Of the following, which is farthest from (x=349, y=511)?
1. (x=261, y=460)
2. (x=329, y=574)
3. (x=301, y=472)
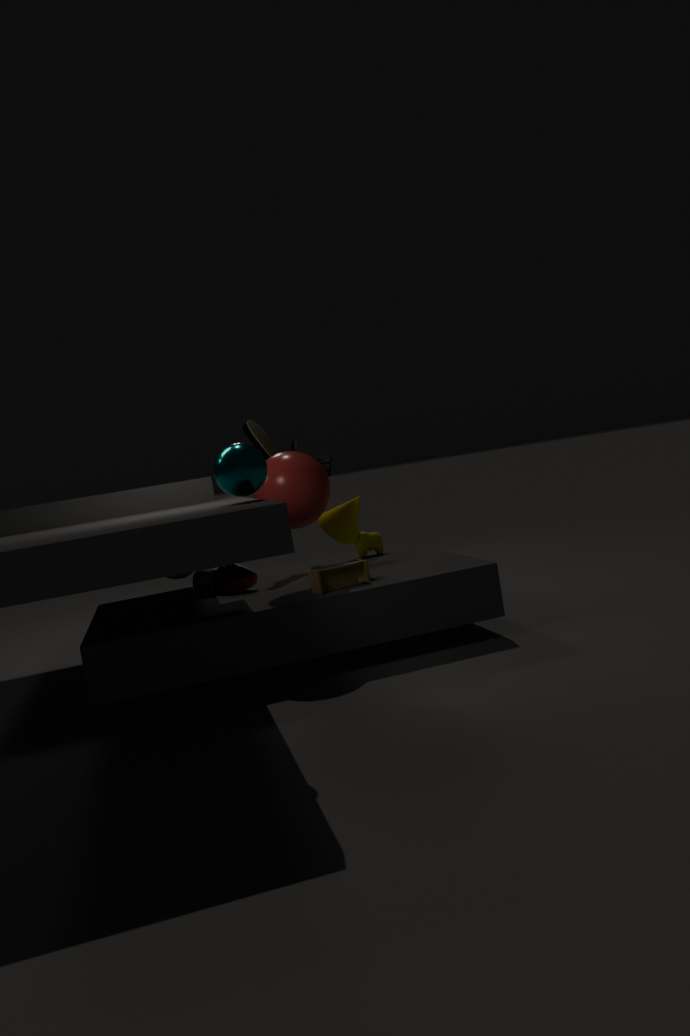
(x=261, y=460)
